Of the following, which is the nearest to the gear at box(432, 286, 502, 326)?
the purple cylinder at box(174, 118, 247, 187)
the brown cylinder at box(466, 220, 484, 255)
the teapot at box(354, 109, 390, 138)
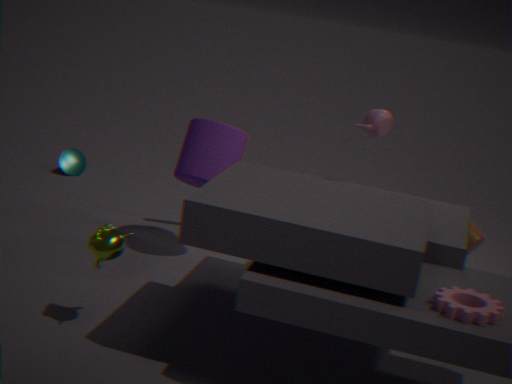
the teapot at box(354, 109, 390, 138)
